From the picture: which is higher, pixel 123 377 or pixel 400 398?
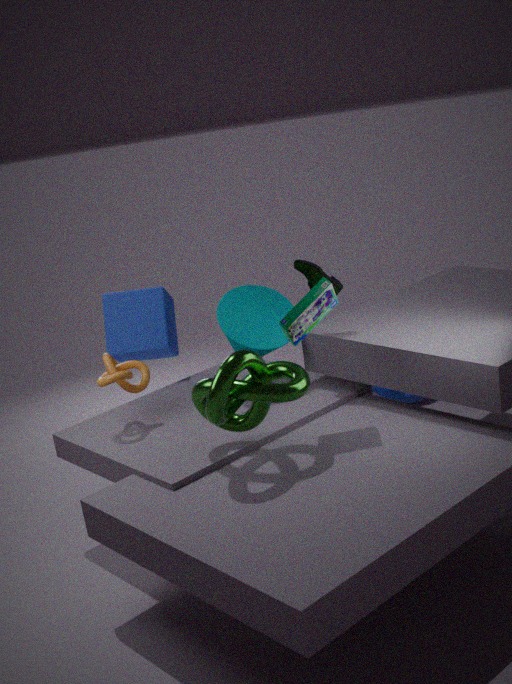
pixel 123 377
